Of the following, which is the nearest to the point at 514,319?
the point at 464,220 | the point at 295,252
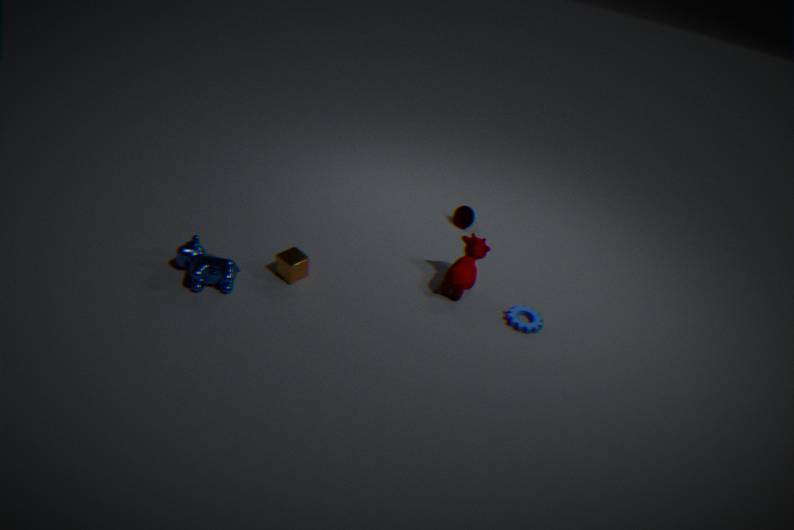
the point at 464,220
